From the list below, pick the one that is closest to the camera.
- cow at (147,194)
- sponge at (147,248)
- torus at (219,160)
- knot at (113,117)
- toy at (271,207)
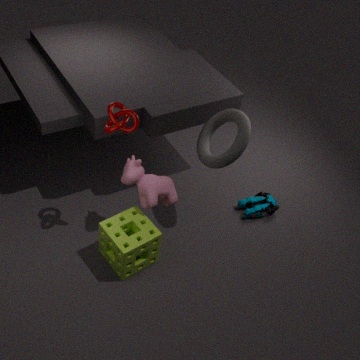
knot at (113,117)
